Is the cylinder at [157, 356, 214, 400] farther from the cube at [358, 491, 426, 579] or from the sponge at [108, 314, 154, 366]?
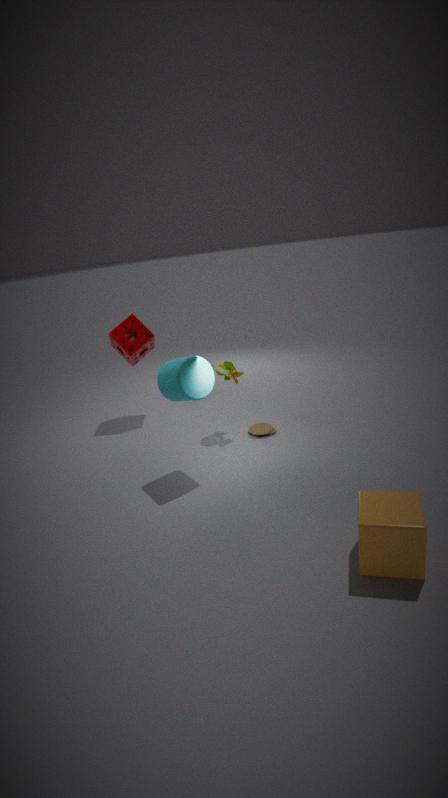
the cube at [358, 491, 426, 579]
